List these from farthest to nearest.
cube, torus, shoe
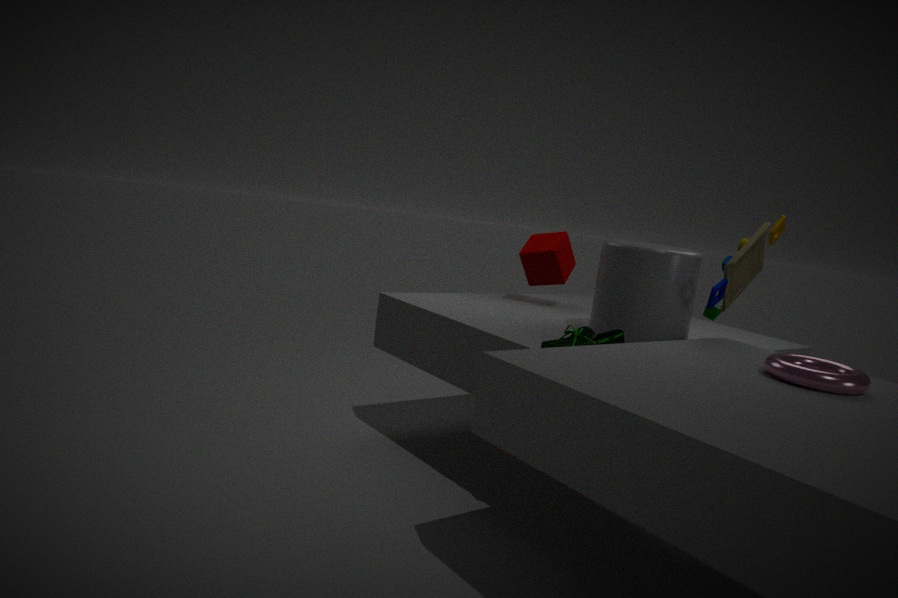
cube, shoe, torus
